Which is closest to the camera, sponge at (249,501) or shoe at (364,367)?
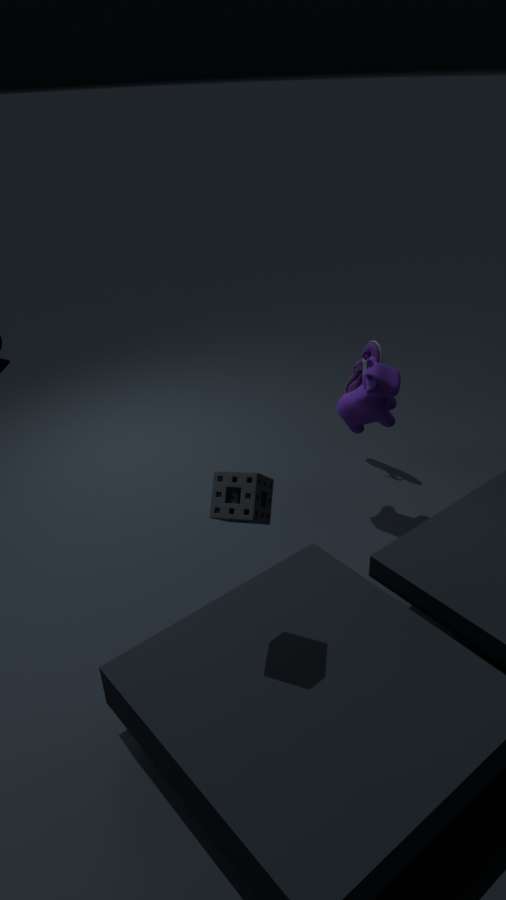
sponge at (249,501)
